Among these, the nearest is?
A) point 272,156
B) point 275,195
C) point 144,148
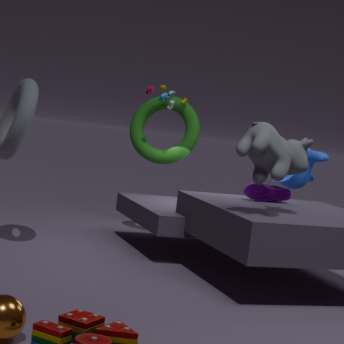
point 272,156
